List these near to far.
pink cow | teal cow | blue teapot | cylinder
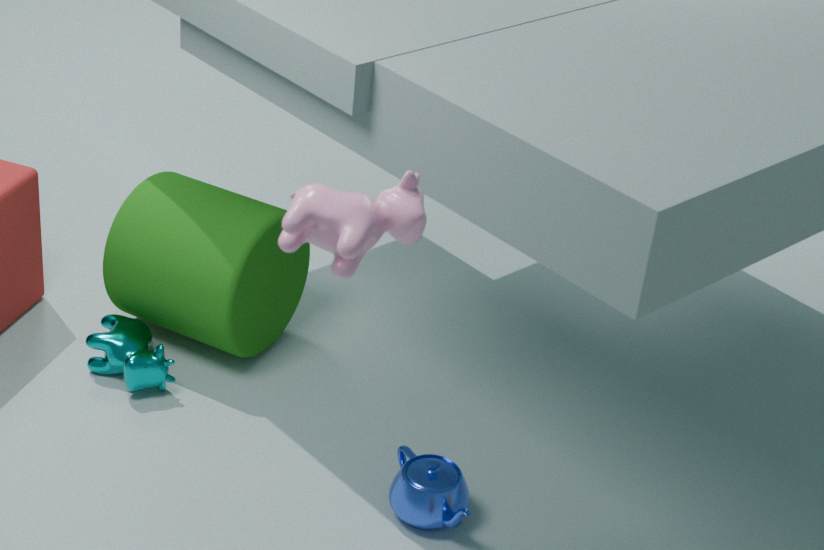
pink cow, blue teapot, teal cow, cylinder
